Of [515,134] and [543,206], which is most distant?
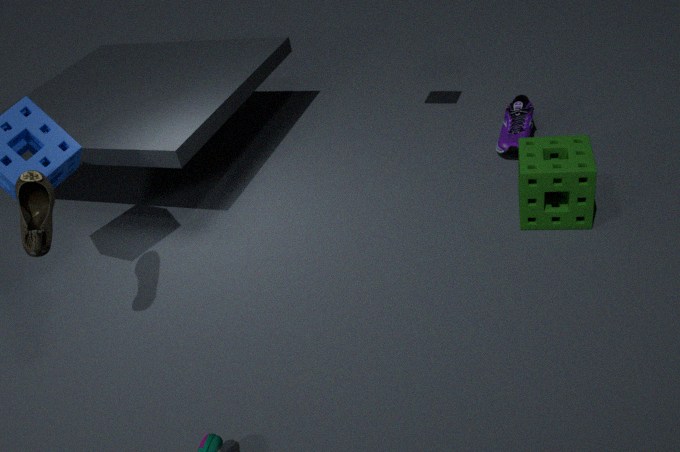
[515,134]
